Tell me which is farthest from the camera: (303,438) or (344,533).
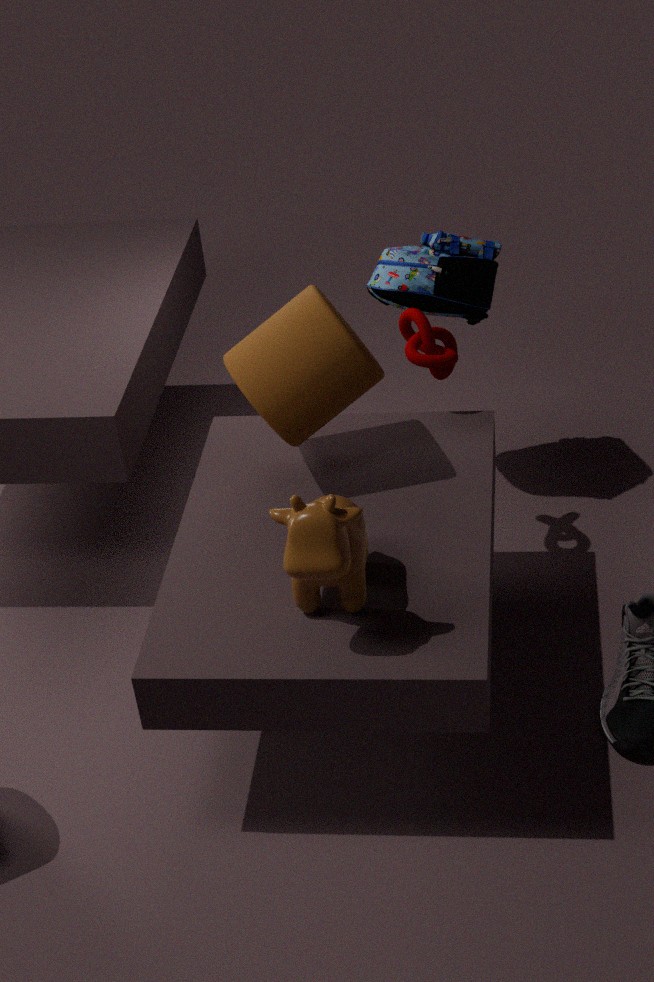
(303,438)
